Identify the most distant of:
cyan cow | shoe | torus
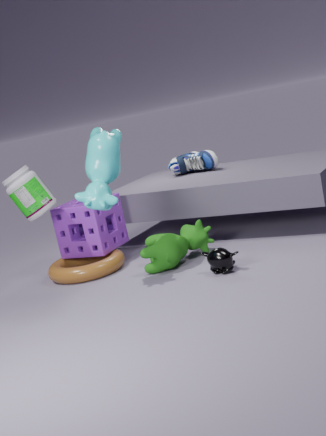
shoe
